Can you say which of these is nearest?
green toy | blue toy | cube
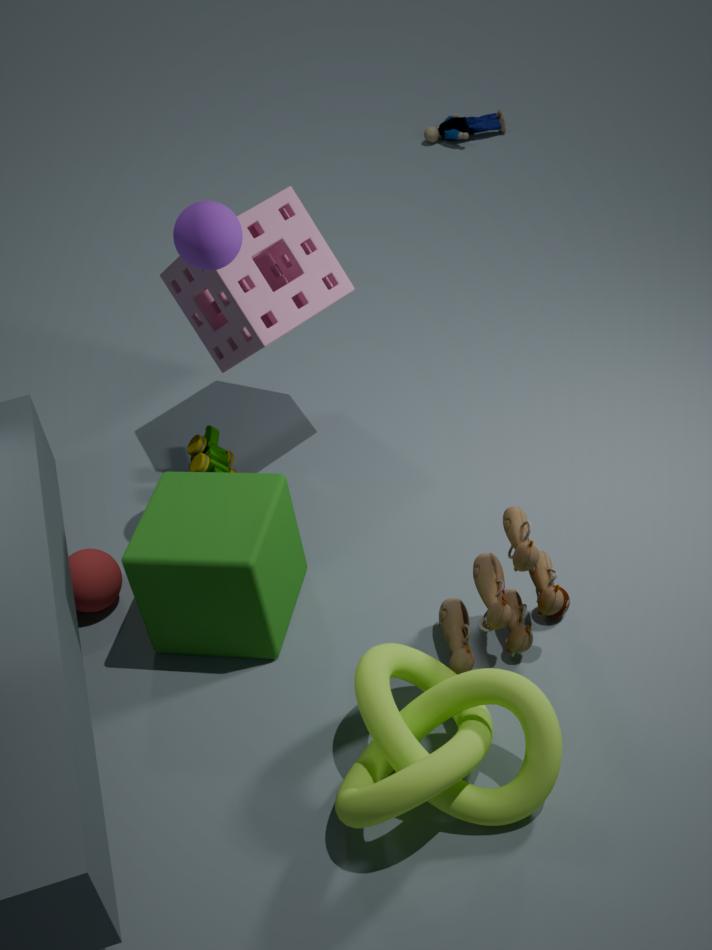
cube
